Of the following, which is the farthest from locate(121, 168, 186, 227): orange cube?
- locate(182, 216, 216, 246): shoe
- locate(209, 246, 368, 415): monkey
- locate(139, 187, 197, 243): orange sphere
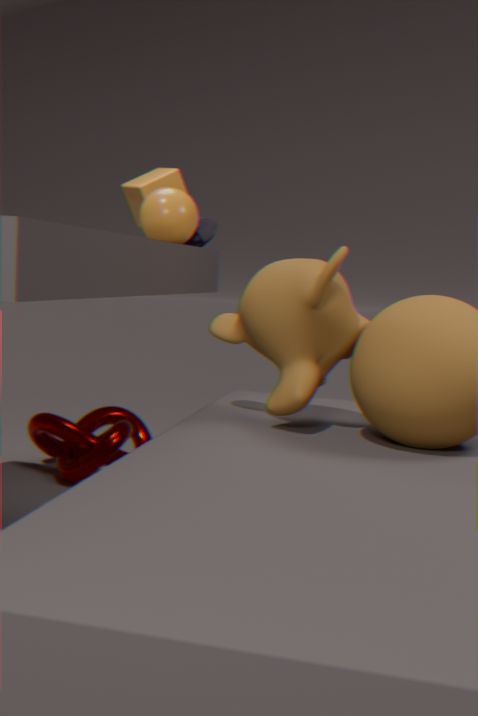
locate(209, 246, 368, 415): monkey
